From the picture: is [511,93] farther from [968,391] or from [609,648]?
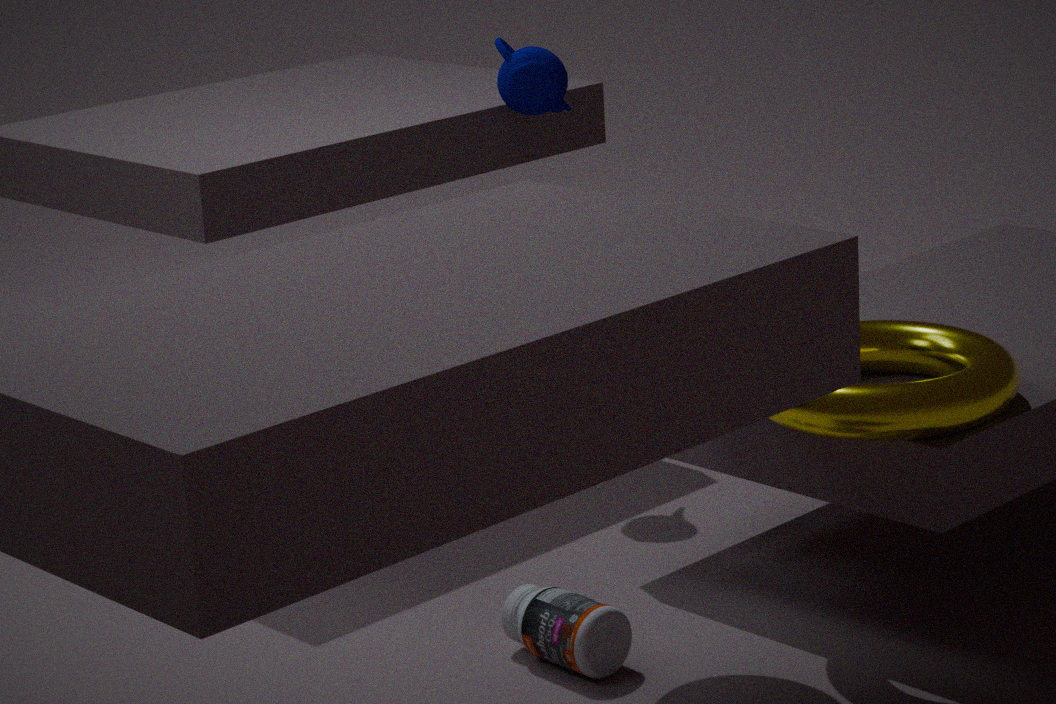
[609,648]
